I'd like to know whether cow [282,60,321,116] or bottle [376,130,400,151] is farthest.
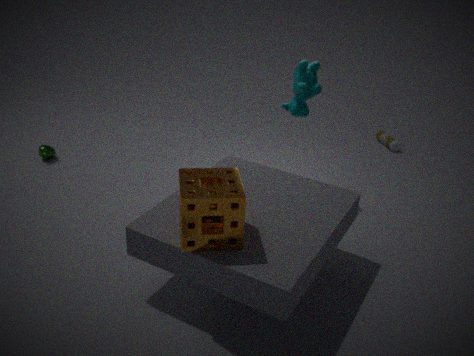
bottle [376,130,400,151]
